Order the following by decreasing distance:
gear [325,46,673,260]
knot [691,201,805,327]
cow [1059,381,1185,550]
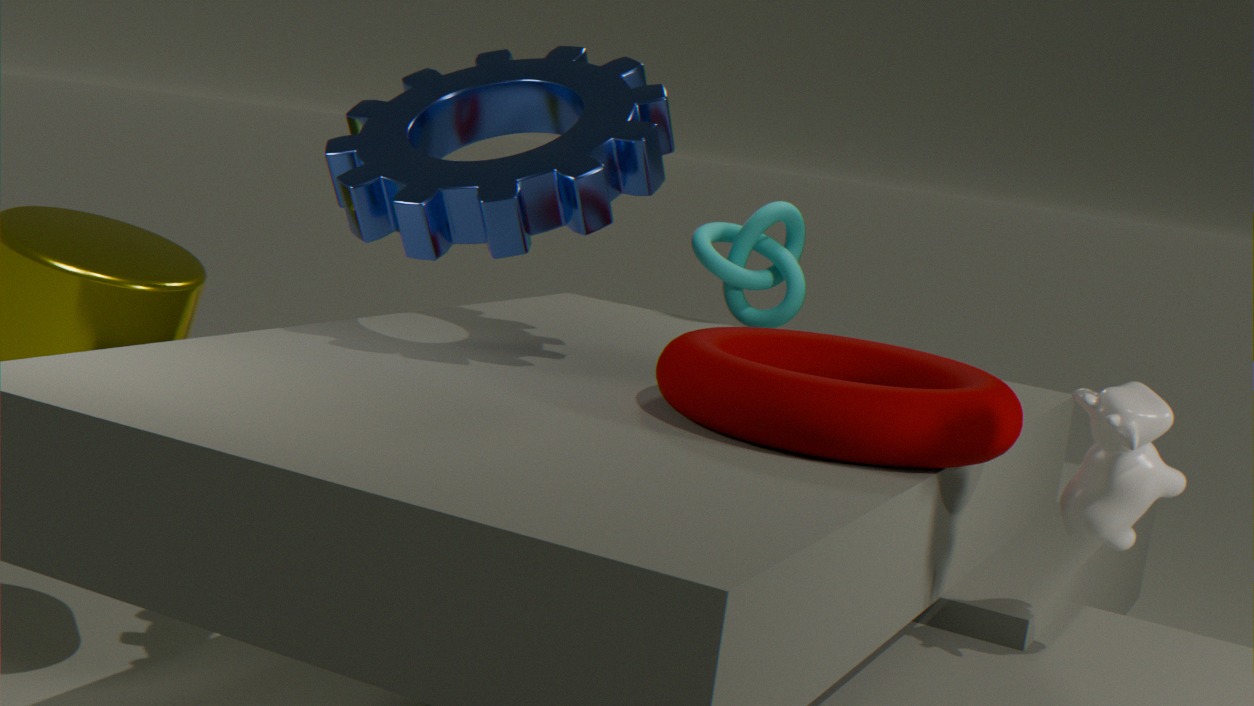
knot [691,201,805,327]
gear [325,46,673,260]
cow [1059,381,1185,550]
